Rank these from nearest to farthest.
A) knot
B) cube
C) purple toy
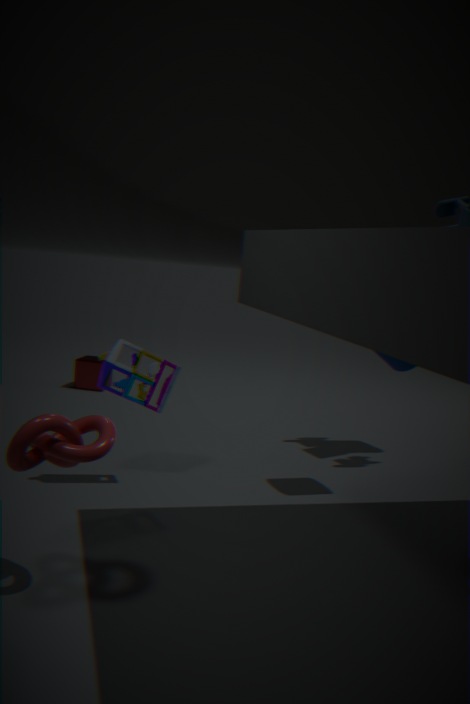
1. knot
2. purple toy
3. cube
